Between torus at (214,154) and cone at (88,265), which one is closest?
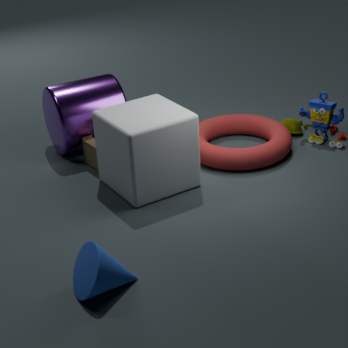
cone at (88,265)
